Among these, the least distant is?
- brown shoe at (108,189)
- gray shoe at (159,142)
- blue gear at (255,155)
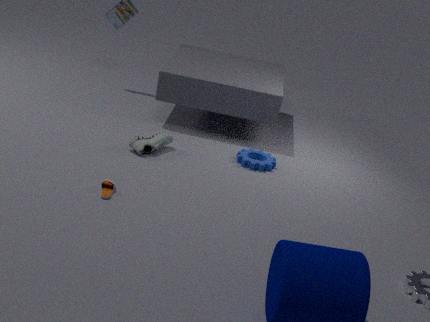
brown shoe at (108,189)
